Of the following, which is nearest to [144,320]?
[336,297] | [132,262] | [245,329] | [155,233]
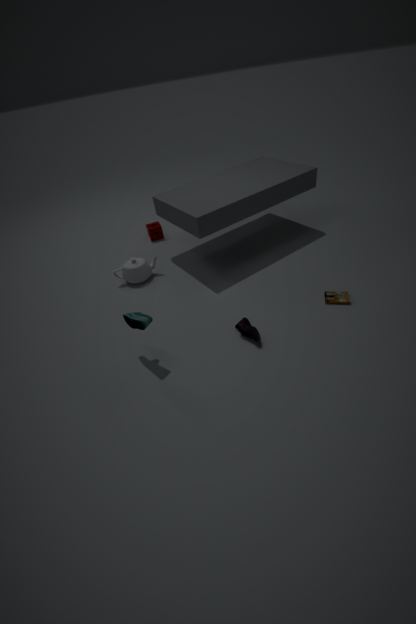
[245,329]
